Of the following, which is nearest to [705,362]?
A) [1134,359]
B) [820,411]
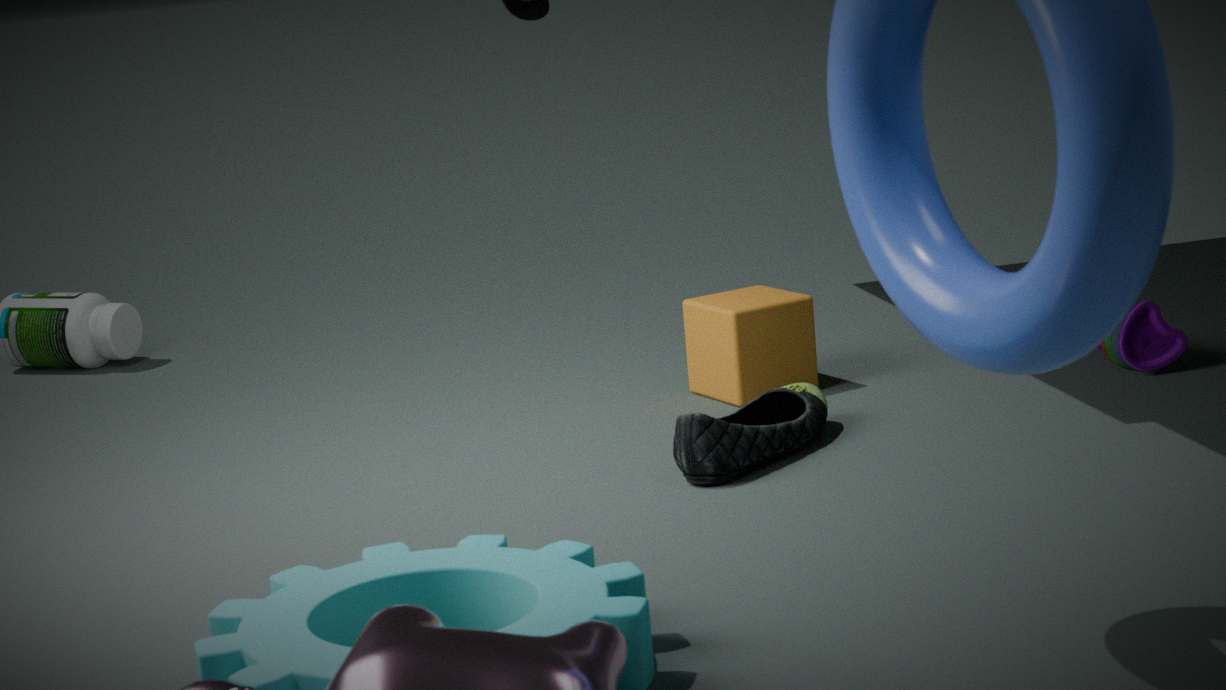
[820,411]
